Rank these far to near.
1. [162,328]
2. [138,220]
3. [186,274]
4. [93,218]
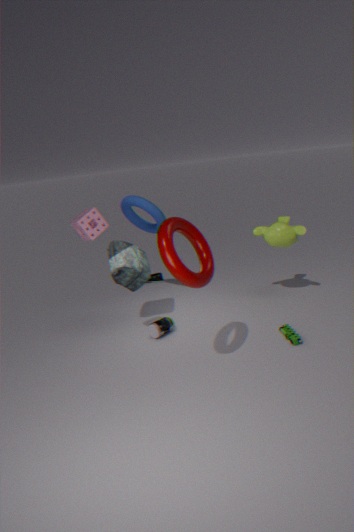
[138,220]
[162,328]
[93,218]
[186,274]
